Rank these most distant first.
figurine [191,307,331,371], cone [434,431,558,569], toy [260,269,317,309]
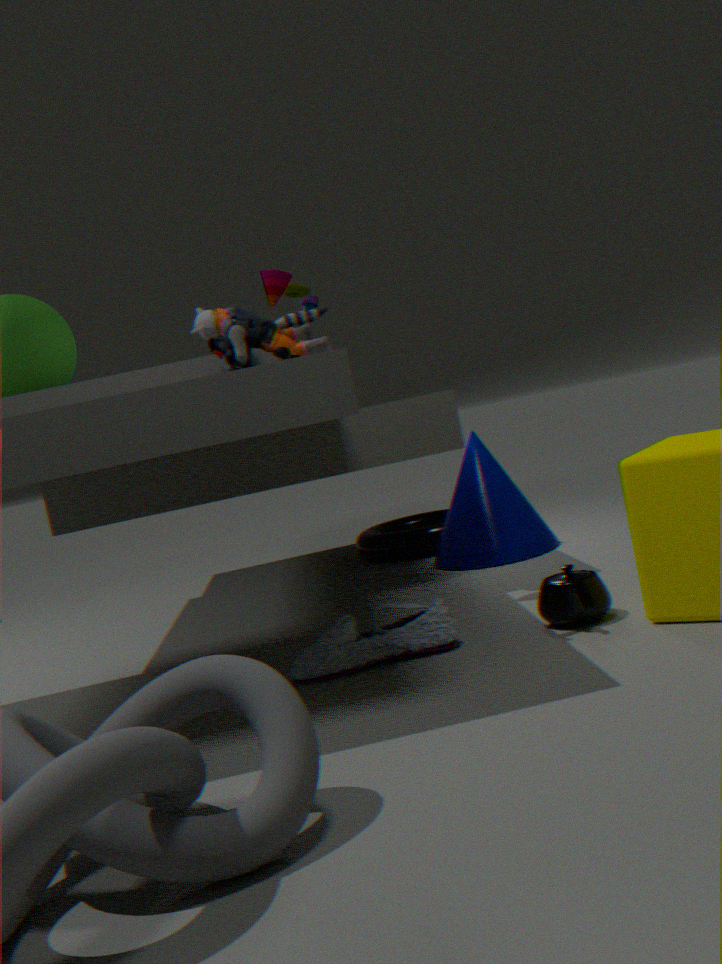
1. cone [434,431,558,569]
2. toy [260,269,317,309]
3. figurine [191,307,331,371]
